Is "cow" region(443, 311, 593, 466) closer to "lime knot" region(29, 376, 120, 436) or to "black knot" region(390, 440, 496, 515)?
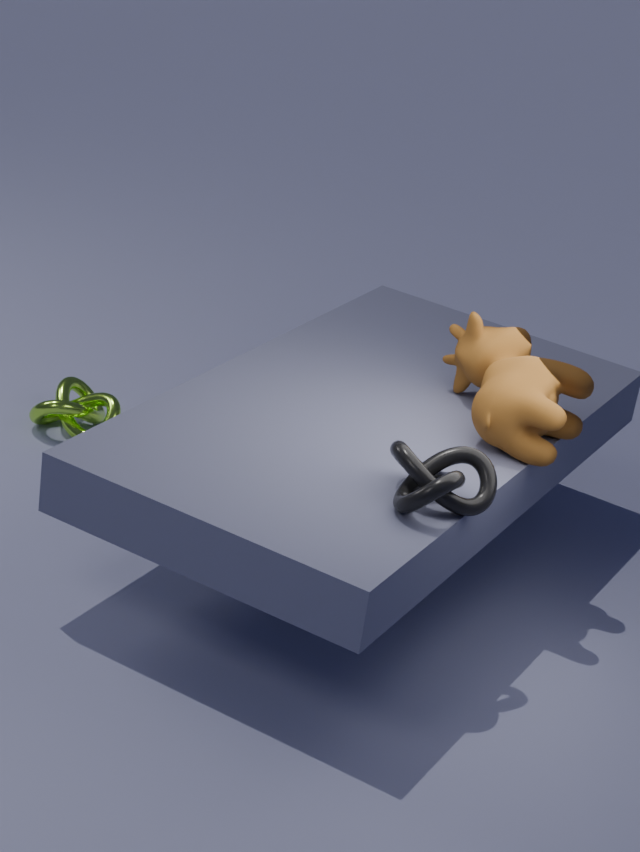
"black knot" region(390, 440, 496, 515)
